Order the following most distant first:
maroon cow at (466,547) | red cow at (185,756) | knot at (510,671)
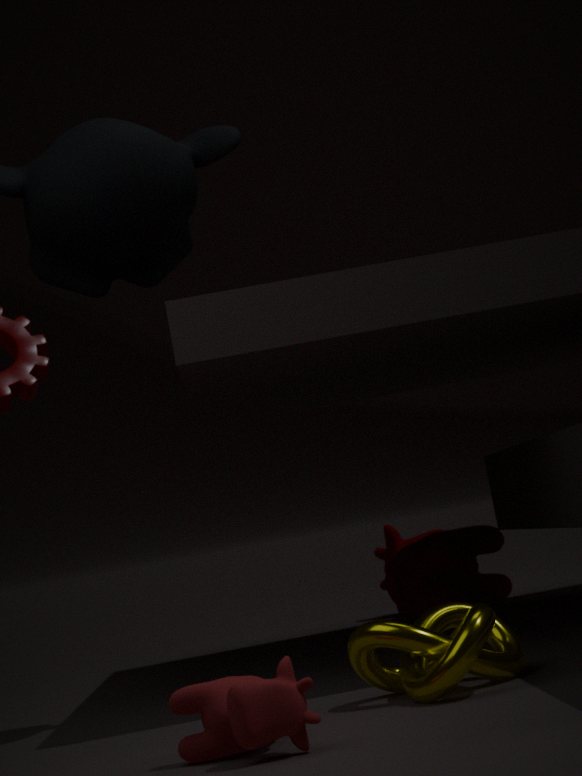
maroon cow at (466,547)
knot at (510,671)
red cow at (185,756)
